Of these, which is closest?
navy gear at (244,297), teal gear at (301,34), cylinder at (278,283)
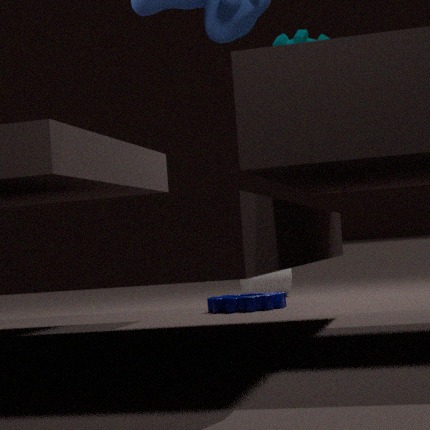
teal gear at (301,34)
